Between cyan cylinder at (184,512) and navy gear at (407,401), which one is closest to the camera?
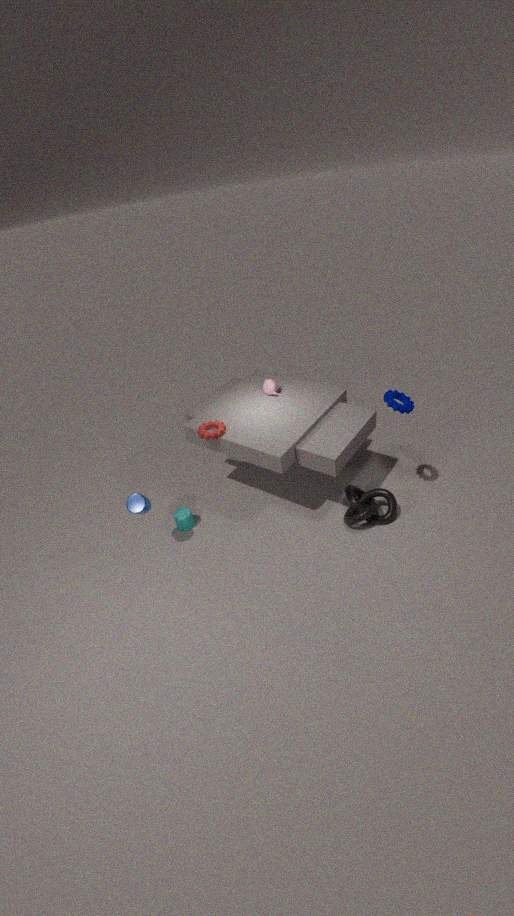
navy gear at (407,401)
